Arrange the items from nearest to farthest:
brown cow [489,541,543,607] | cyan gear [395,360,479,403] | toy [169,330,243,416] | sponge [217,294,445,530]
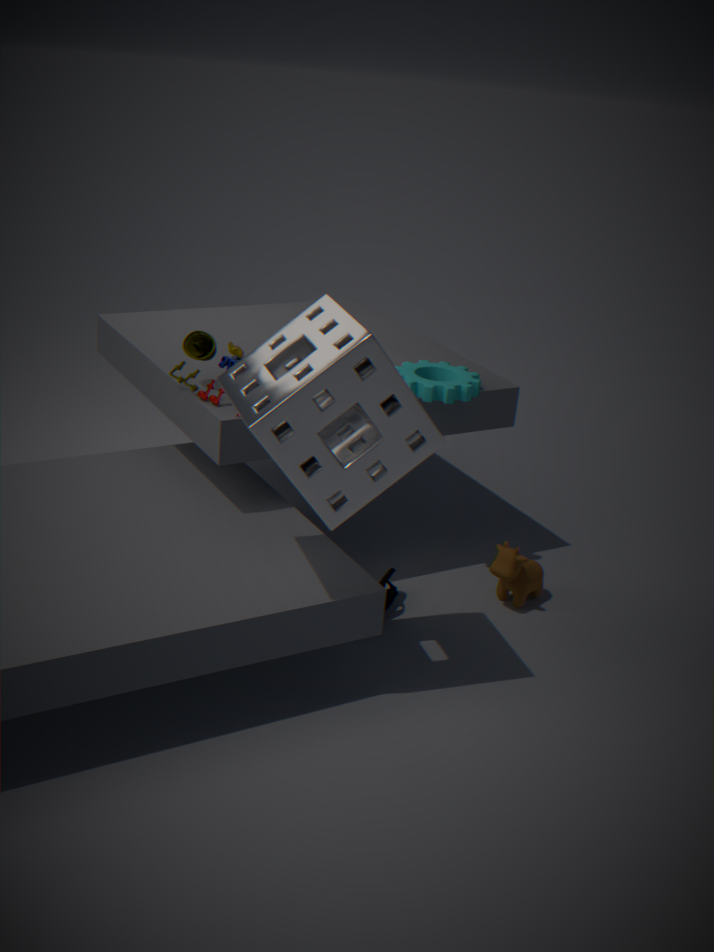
sponge [217,294,445,530] < toy [169,330,243,416] < cyan gear [395,360,479,403] < brown cow [489,541,543,607]
